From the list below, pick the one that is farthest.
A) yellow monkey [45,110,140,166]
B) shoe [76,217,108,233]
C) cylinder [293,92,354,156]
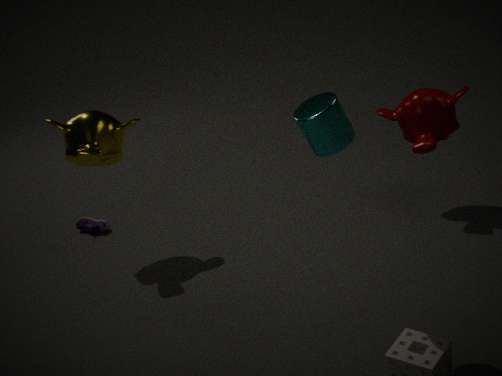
shoe [76,217,108,233]
